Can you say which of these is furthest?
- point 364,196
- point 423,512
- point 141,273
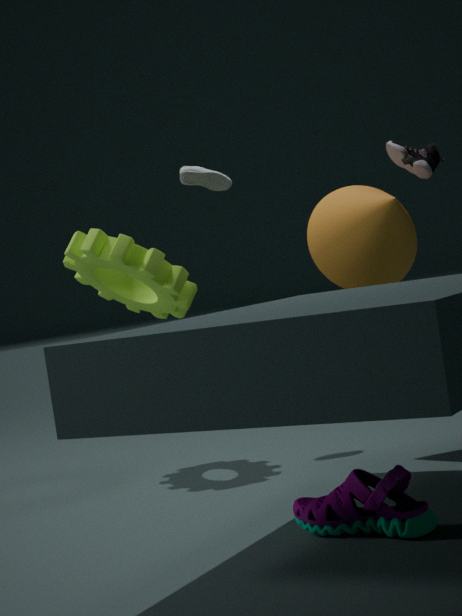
point 141,273
